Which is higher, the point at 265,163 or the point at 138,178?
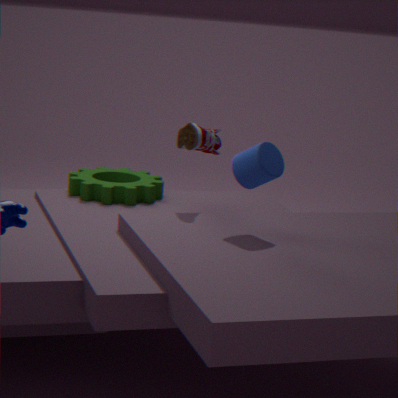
the point at 265,163
